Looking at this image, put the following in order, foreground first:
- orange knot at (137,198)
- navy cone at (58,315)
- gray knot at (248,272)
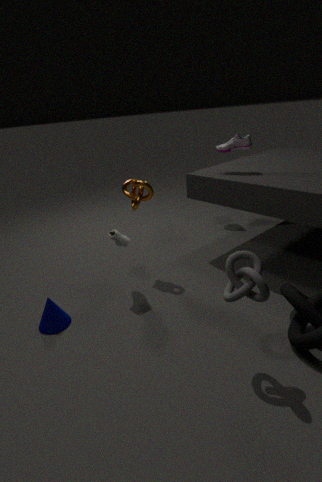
1. gray knot at (248,272)
2. navy cone at (58,315)
3. orange knot at (137,198)
